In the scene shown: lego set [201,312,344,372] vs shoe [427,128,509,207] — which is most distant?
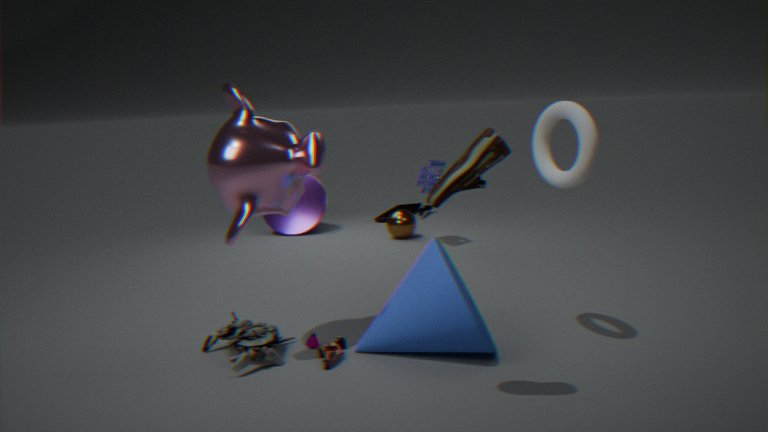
lego set [201,312,344,372]
